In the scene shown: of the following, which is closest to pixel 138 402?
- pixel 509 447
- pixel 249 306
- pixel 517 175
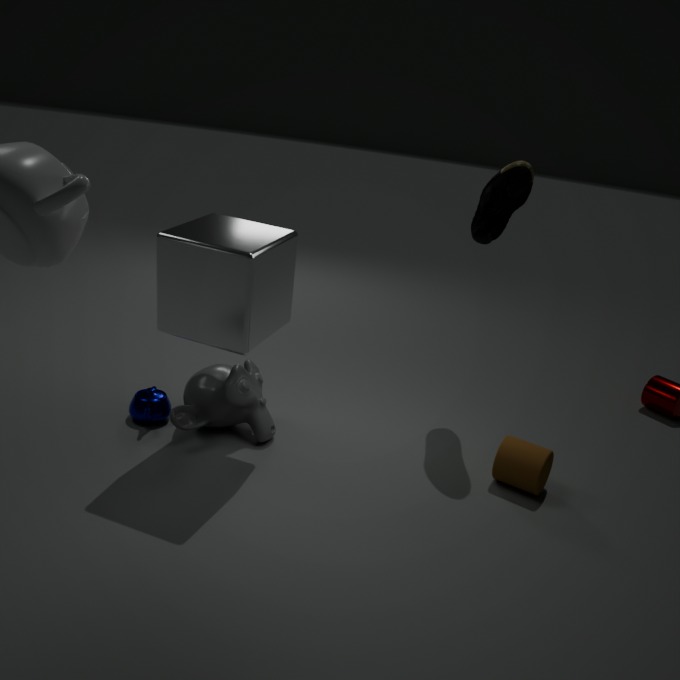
pixel 249 306
